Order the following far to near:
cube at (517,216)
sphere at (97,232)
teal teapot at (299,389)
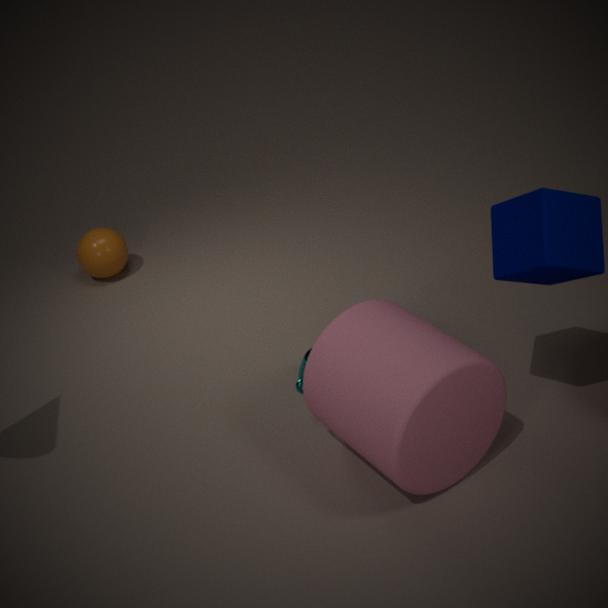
sphere at (97,232) < teal teapot at (299,389) < cube at (517,216)
